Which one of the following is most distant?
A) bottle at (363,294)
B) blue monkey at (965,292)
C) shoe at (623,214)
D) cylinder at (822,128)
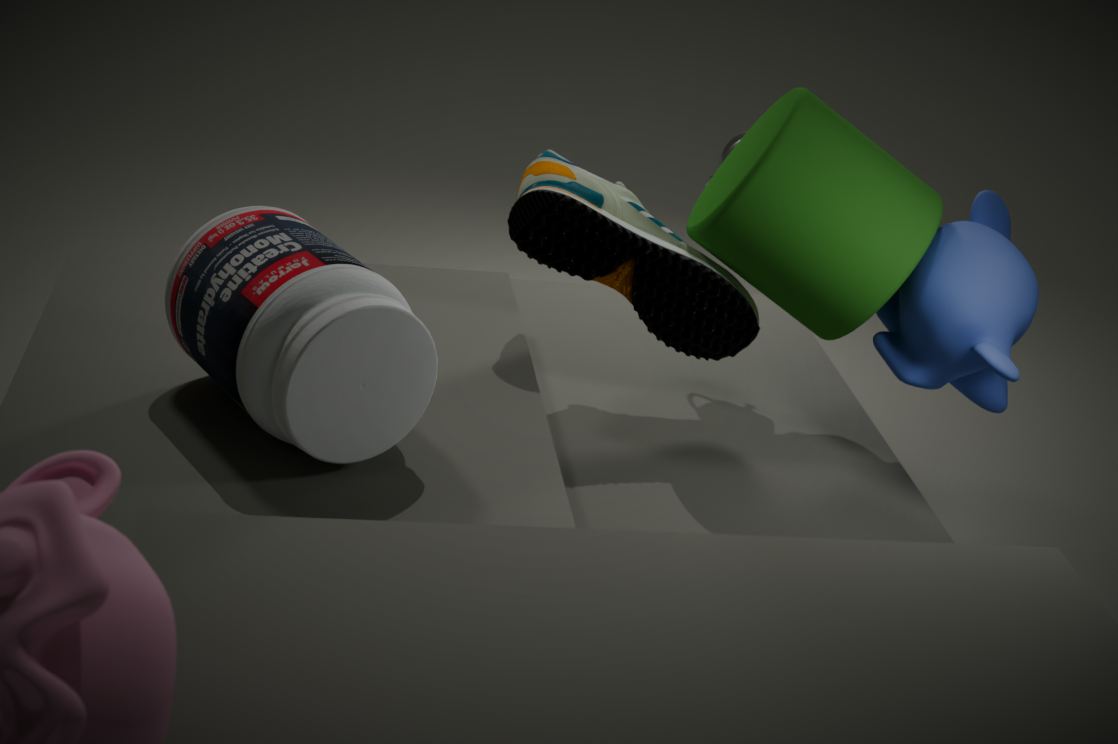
shoe at (623,214)
